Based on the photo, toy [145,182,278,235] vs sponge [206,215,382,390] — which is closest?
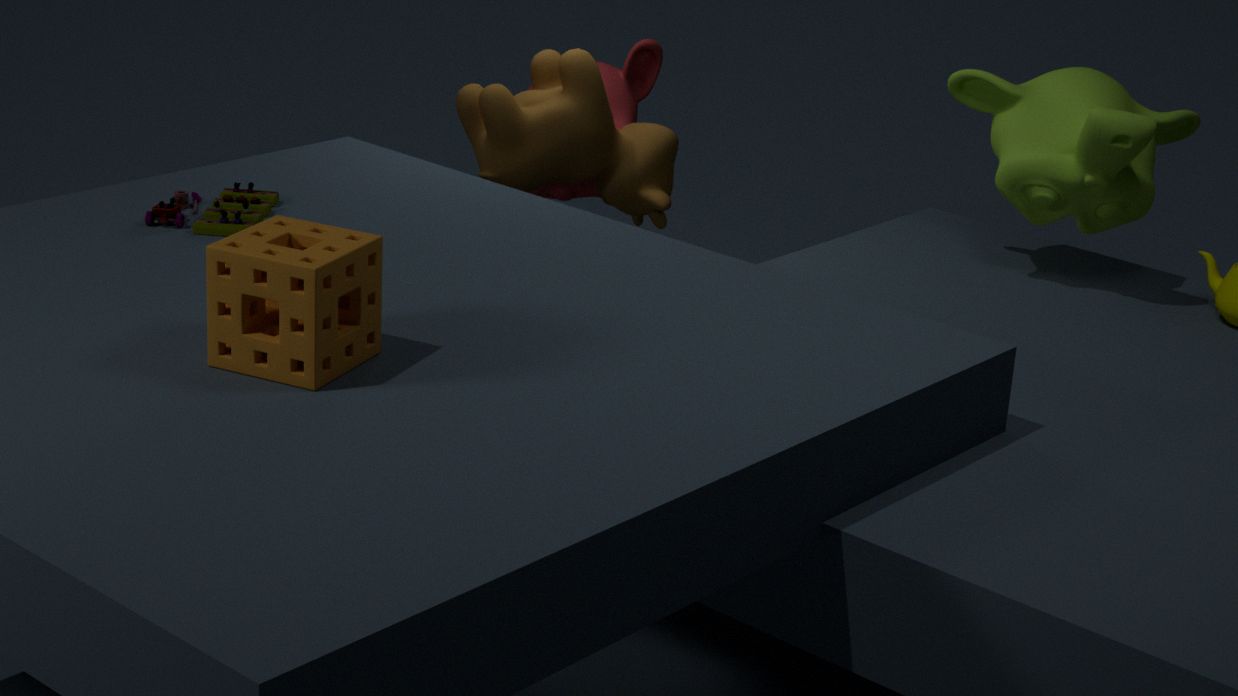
sponge [206,215,382,390]
